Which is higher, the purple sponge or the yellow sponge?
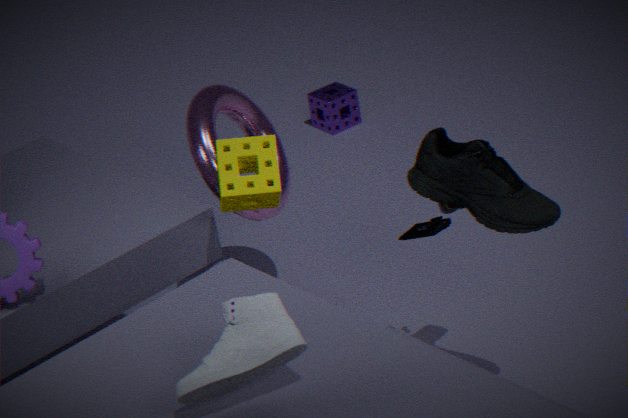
the yellow sponge
